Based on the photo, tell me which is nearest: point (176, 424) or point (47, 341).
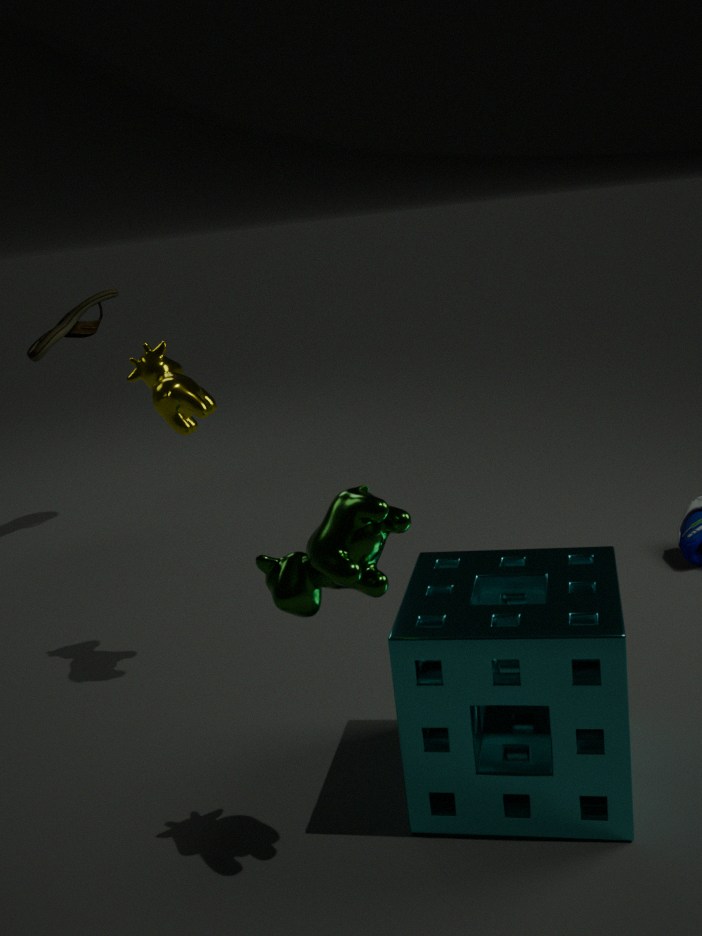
A: point (176, 424)
